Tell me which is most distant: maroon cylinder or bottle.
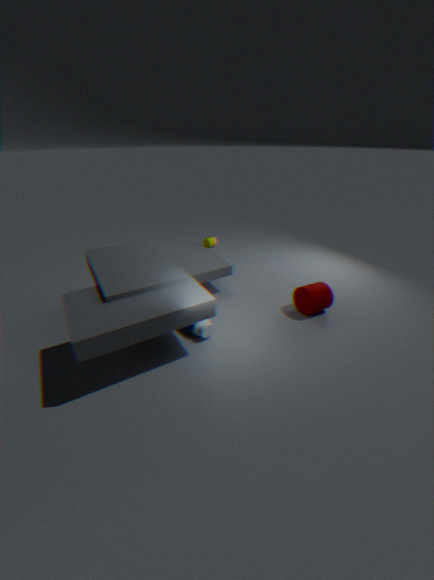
maroon cylinder
